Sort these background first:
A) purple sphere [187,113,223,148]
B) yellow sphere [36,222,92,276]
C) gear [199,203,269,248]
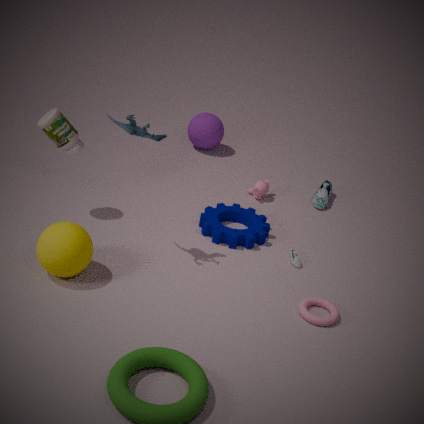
1. purple sphere [187,113,223,148]
2. gear [199,203,269,248]
3. yellow sphere [36,222,92,276]
